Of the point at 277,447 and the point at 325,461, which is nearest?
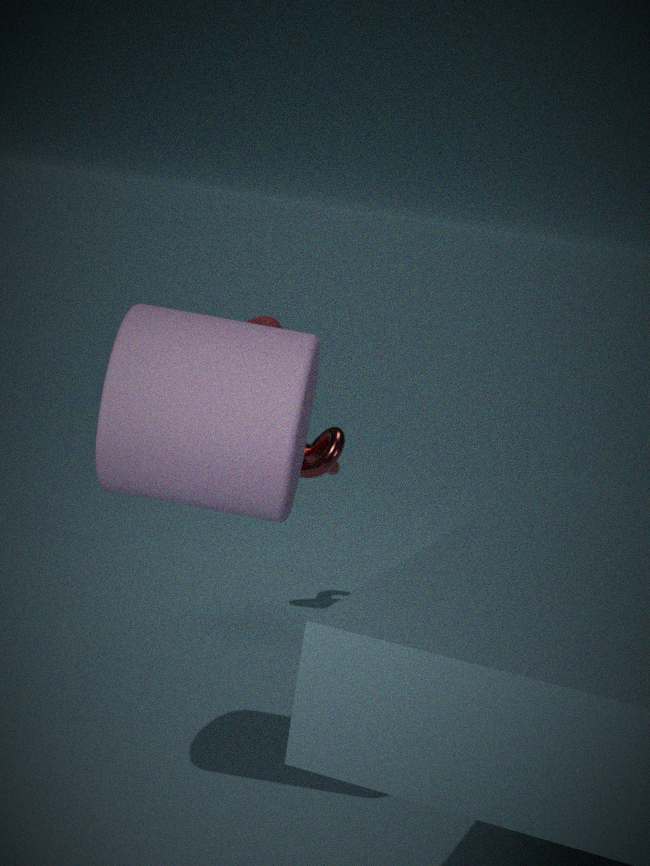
the point at 277,447
